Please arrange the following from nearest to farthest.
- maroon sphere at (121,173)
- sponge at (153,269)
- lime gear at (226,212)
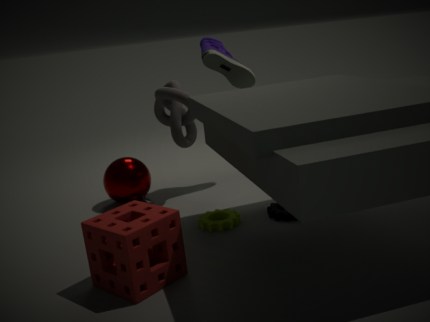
sponge at (153,269)
lime gear at (226,212)
maroon sphere at (121,173)
